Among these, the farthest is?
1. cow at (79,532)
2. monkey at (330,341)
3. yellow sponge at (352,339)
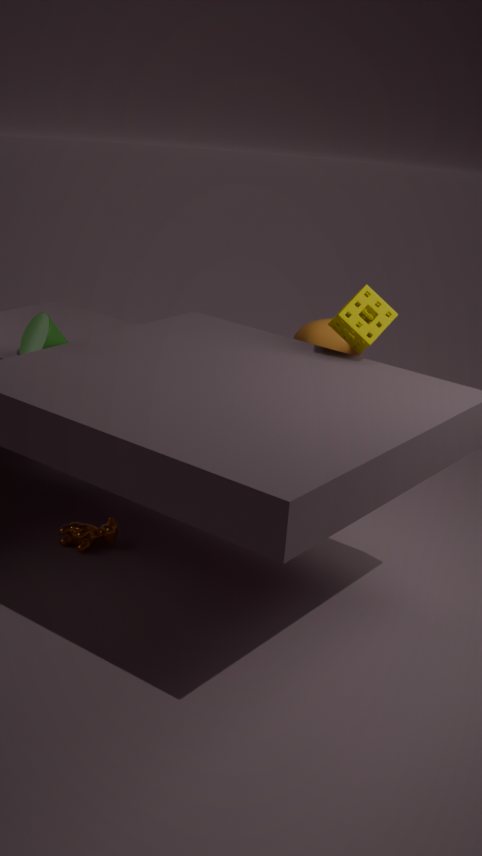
monkey at (330,341)
